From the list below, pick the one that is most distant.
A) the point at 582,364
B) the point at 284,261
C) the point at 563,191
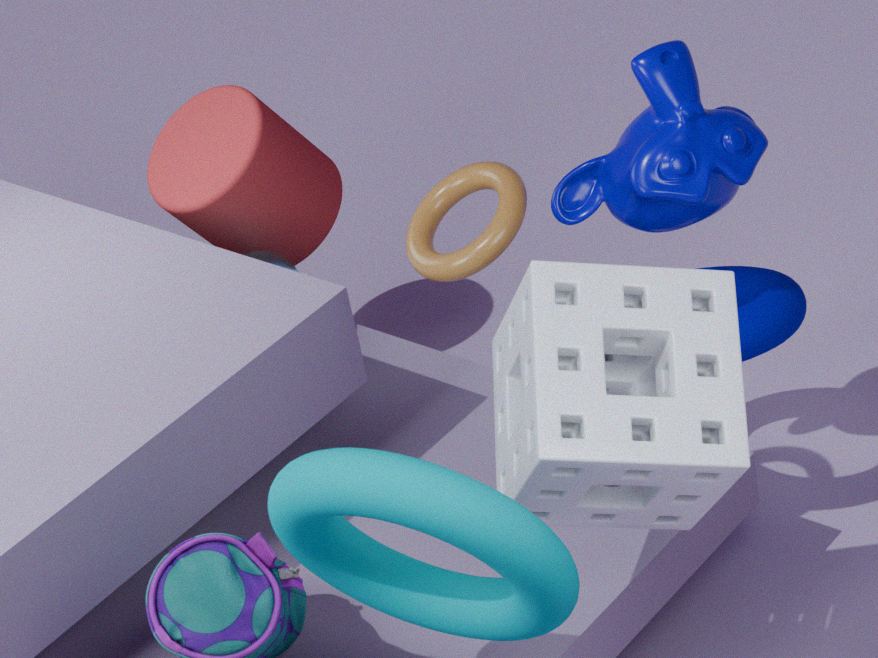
the point at 284,261
